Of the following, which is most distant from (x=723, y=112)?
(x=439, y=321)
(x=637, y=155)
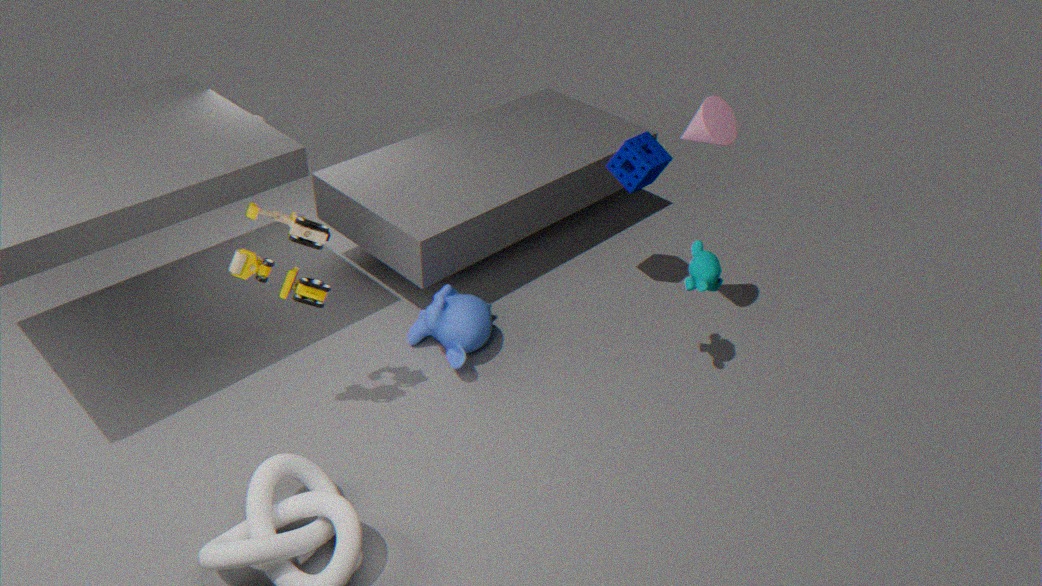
(x=439, y=321)
